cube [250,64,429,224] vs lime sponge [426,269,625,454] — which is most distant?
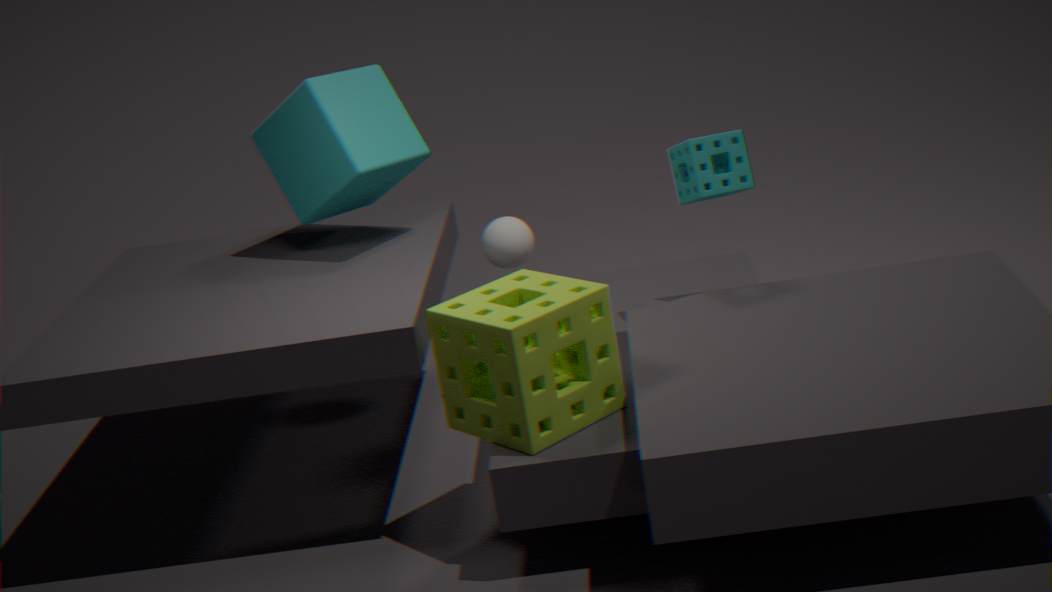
cube [250,64,429,224]
